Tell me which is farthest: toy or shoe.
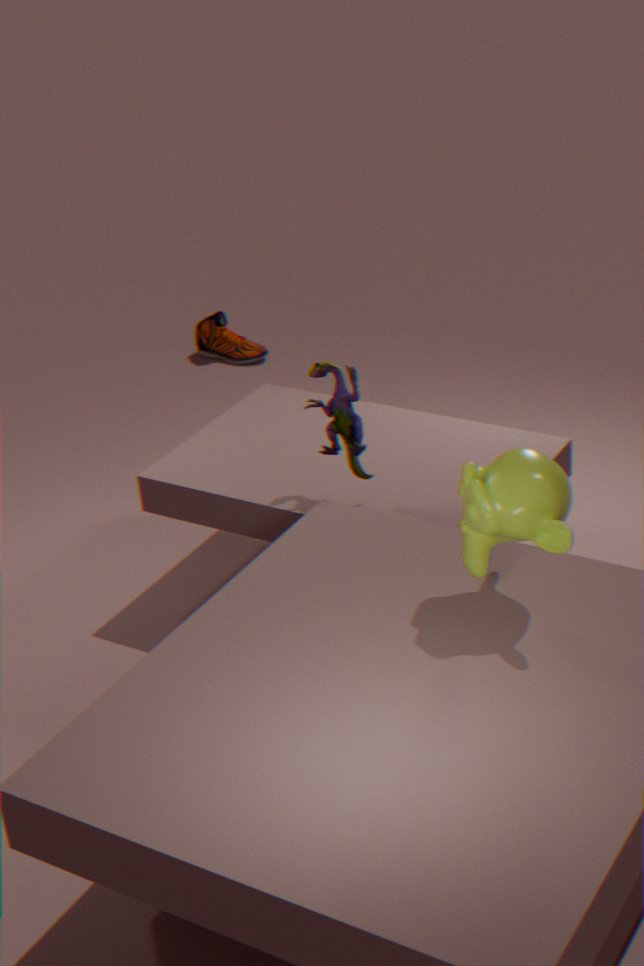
shoe
